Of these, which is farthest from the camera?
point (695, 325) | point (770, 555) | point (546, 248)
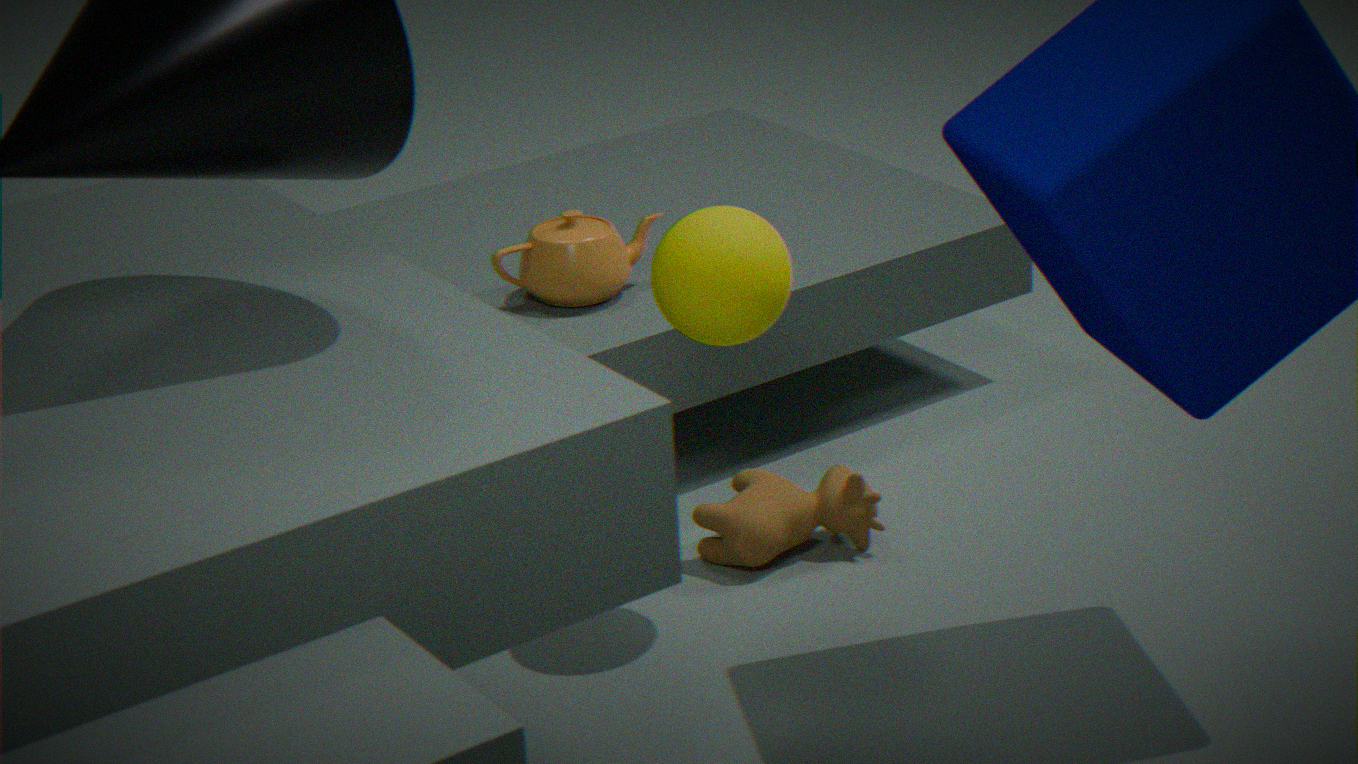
point (546, 248)
